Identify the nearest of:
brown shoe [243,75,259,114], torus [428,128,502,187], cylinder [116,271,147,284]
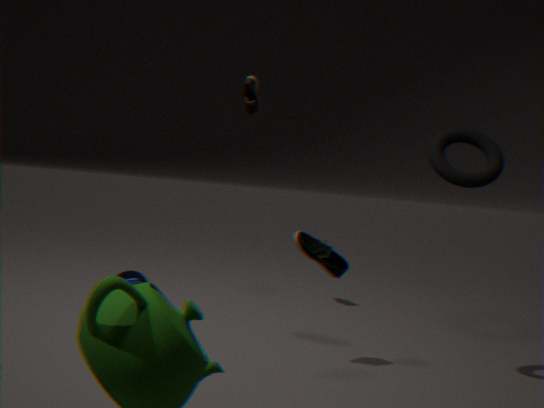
torus [428,128,502,187]
